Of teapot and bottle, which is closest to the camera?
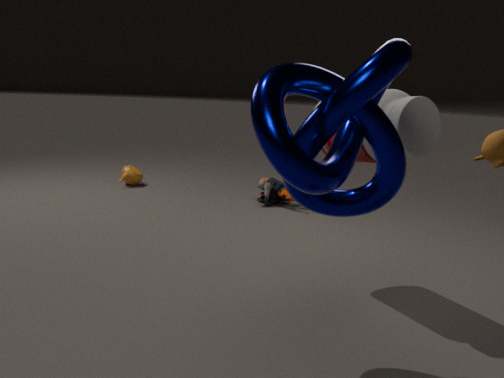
bottle
